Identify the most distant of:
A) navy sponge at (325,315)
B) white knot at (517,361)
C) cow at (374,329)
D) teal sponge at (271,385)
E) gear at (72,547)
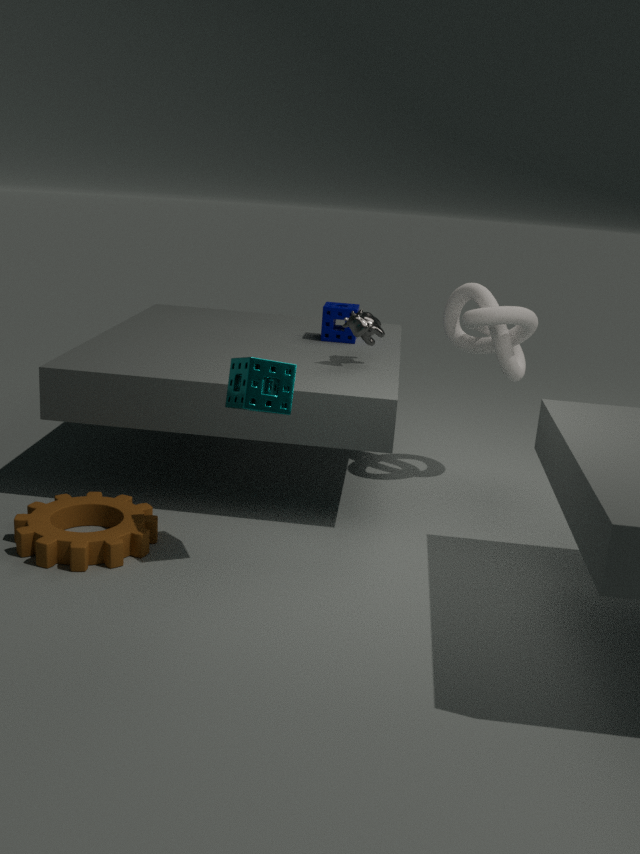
navy sponge at (325,315)
